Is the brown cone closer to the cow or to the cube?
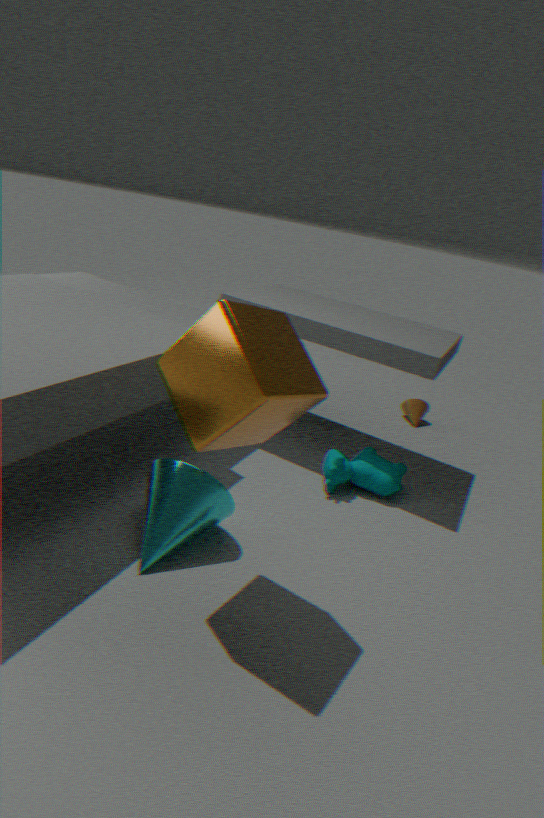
the cow
